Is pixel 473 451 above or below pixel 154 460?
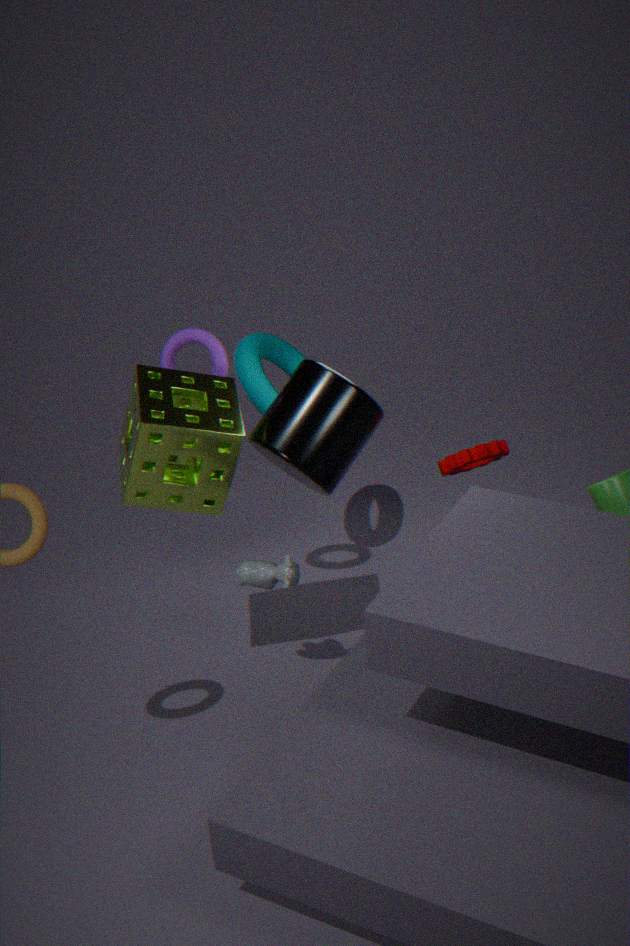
below
